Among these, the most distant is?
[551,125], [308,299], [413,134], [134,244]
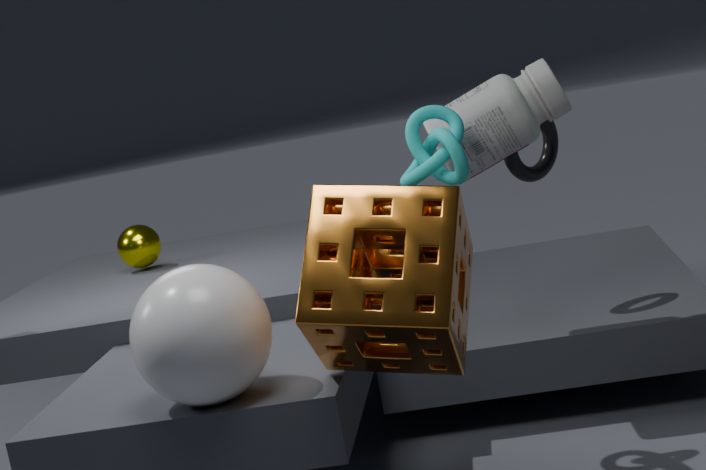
[134,244]
